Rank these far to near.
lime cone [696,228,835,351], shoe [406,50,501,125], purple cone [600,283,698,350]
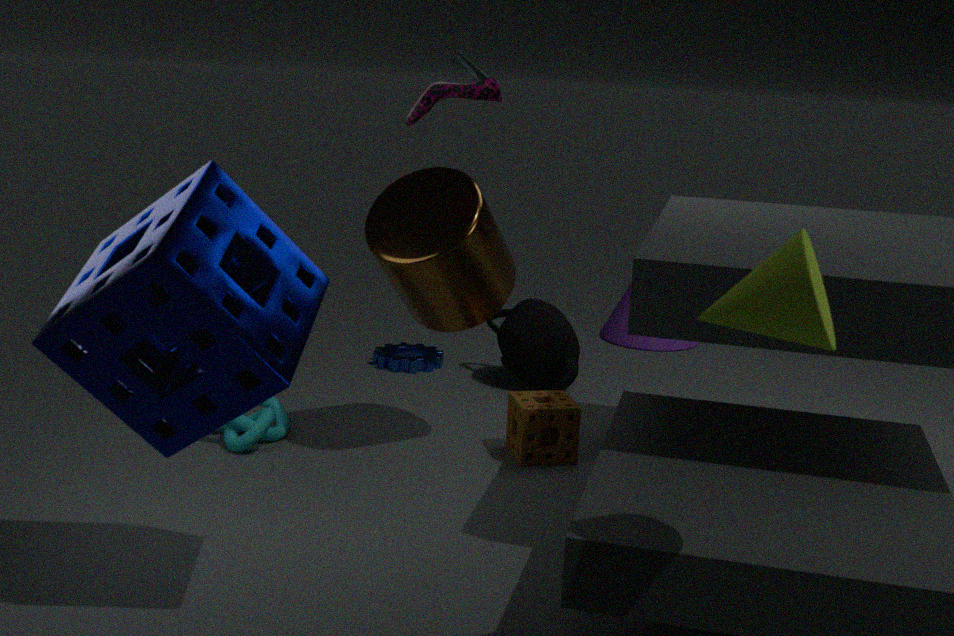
purple cone [600,283,698,350] < shoe [406,50,501,125] < lime cone [696,228,835,351]
